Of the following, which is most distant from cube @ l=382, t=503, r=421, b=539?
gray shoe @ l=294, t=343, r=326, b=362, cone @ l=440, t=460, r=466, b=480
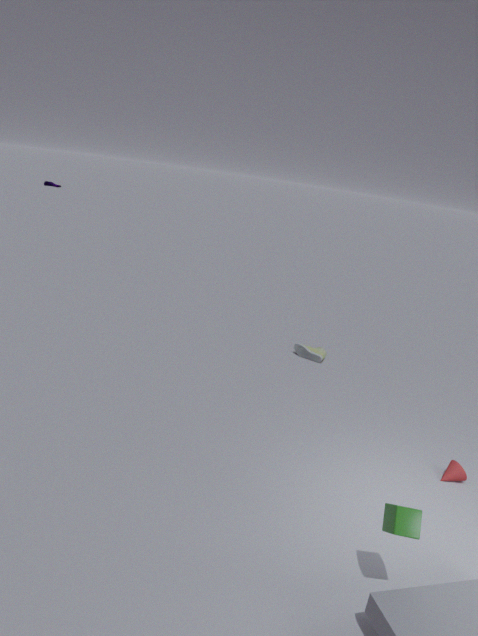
gray shoe @ l=294, t=343, r=326, b=362
